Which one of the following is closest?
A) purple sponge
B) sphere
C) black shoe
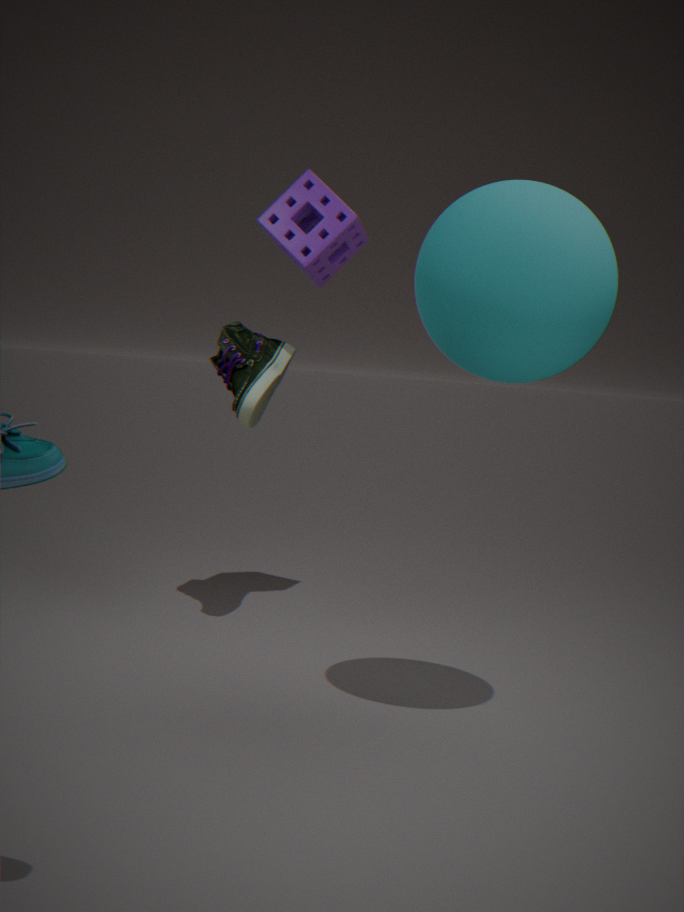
sphere
